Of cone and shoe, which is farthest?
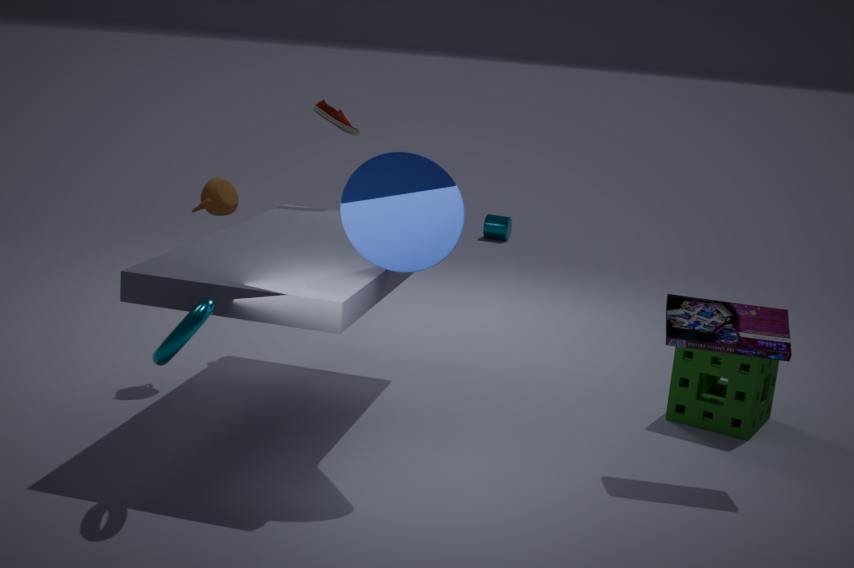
shoe
